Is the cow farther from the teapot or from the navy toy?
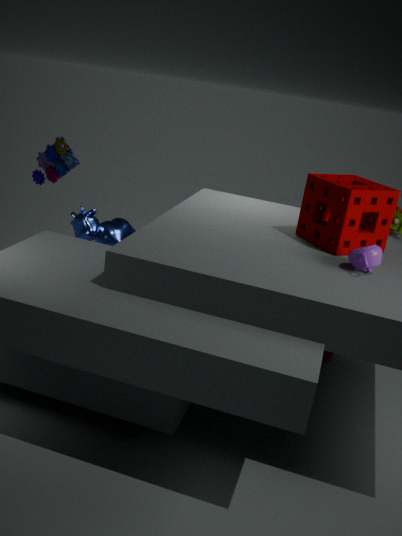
the teapot
